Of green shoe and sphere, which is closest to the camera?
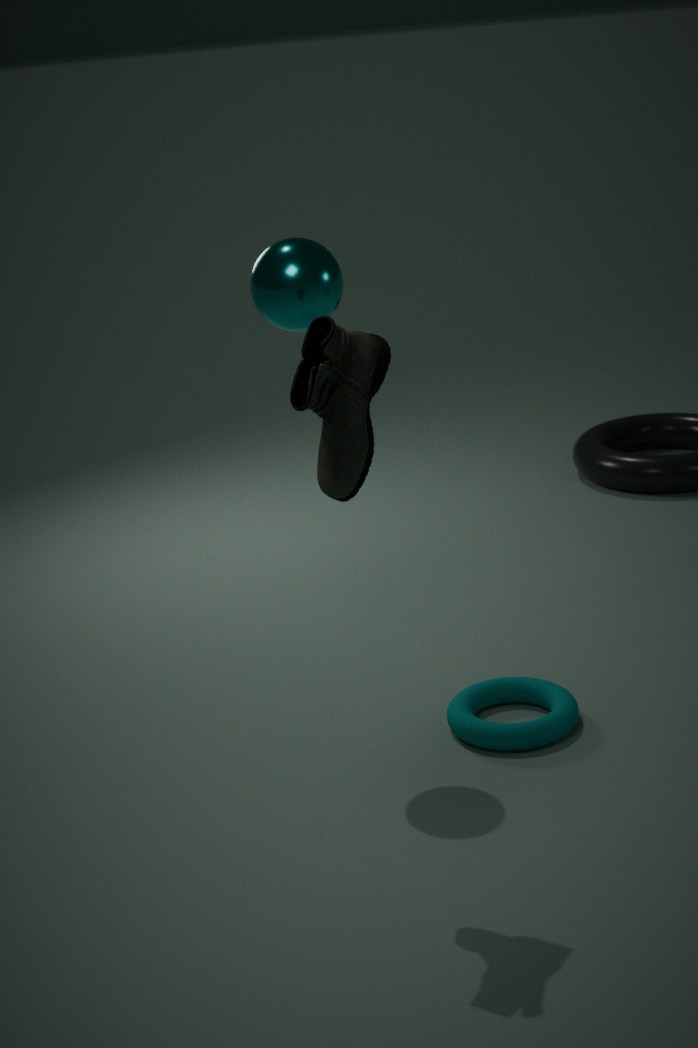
green shoe
